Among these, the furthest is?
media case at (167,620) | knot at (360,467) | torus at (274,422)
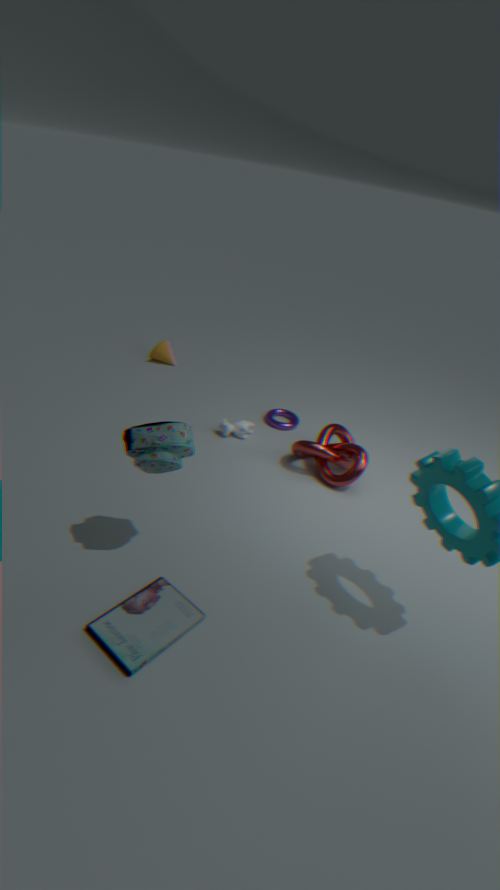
torus at (274,422)
